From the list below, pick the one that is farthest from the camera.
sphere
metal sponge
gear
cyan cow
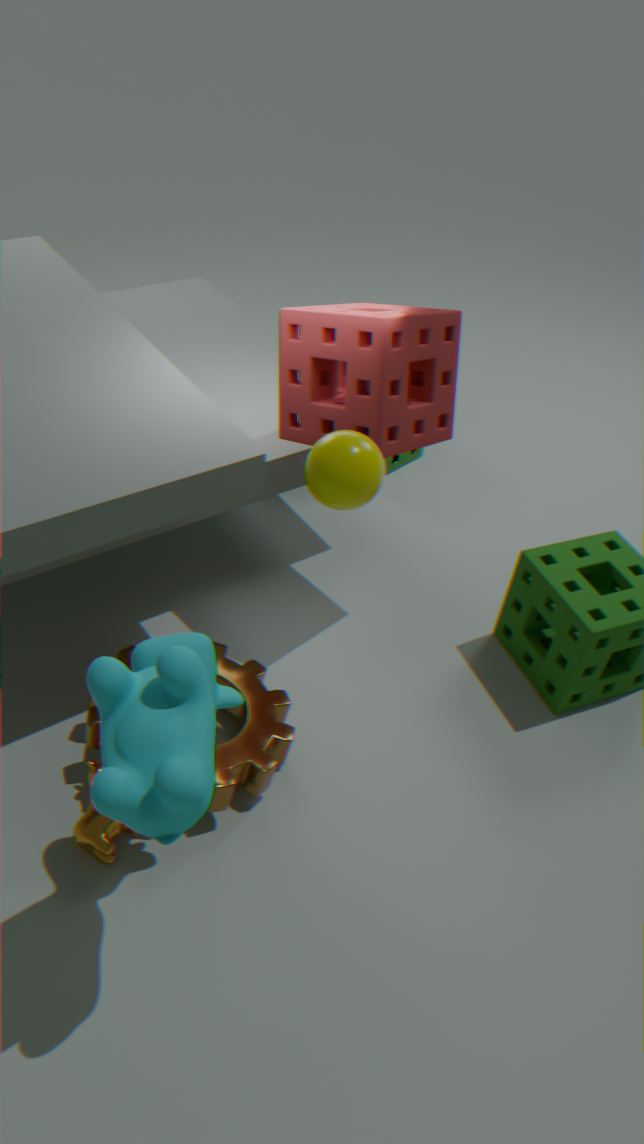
metal sponge
